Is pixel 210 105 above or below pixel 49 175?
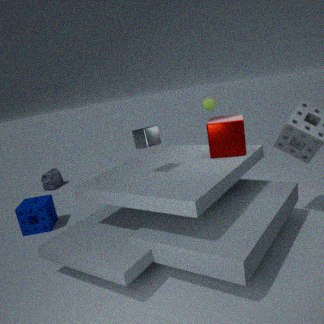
above
